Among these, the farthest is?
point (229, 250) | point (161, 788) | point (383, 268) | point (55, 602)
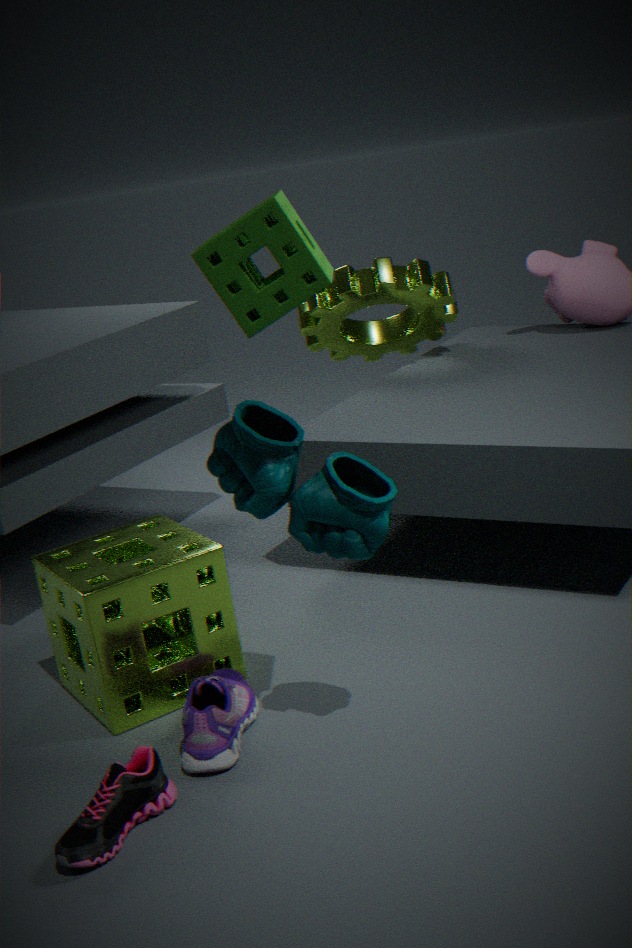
point (383, 268)
